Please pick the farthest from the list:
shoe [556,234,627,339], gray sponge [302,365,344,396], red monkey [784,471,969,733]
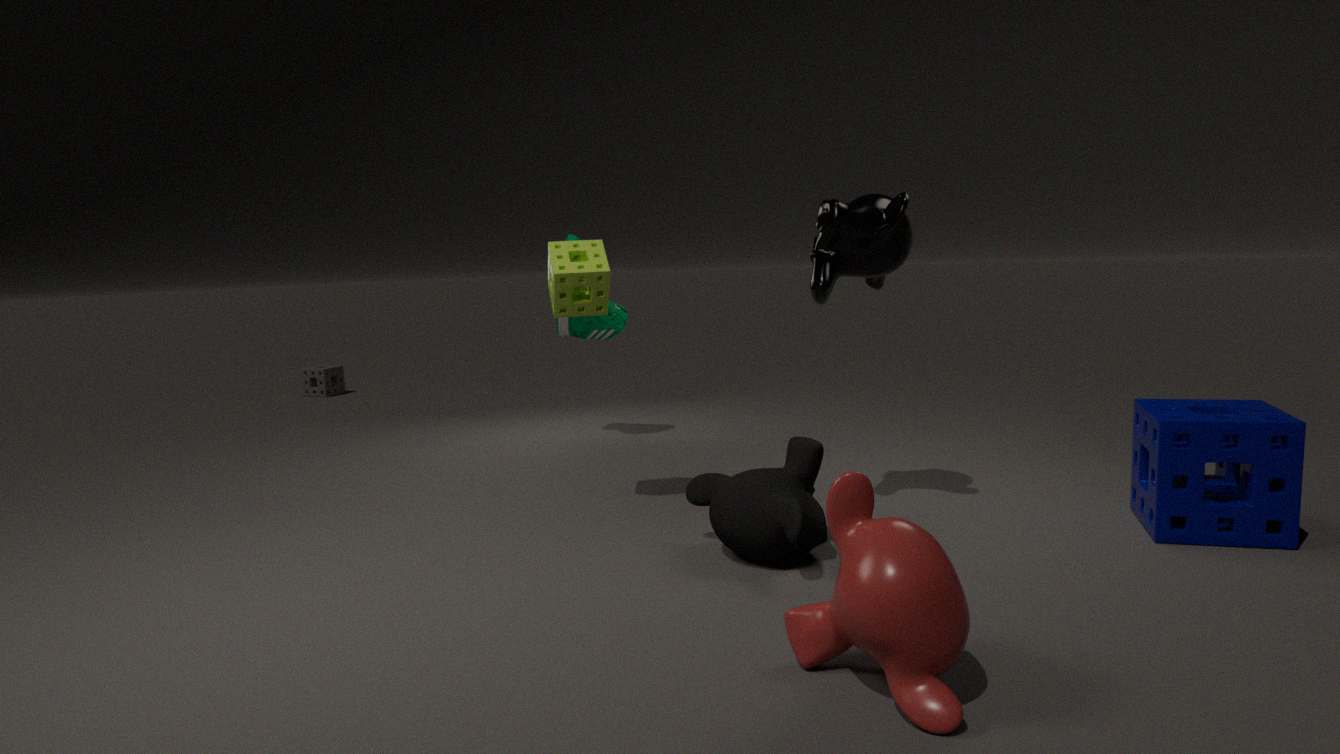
gray sponge [302,365,344,396]
